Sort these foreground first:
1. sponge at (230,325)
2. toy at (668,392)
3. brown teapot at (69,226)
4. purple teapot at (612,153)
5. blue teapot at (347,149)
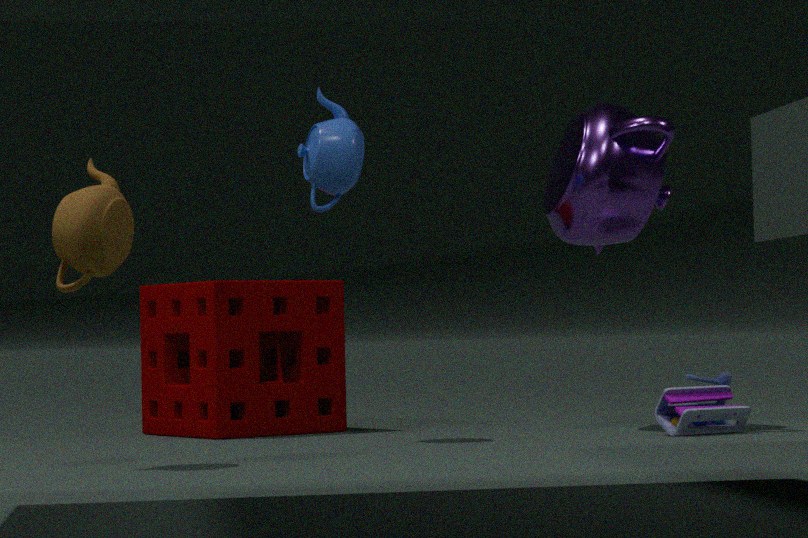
1. brown teapot at (69,226)
2. blue teapot at (347,149)
3. toy at (668,392)
4. purple teapot at (612,153)
5. sponge at (230,325)
